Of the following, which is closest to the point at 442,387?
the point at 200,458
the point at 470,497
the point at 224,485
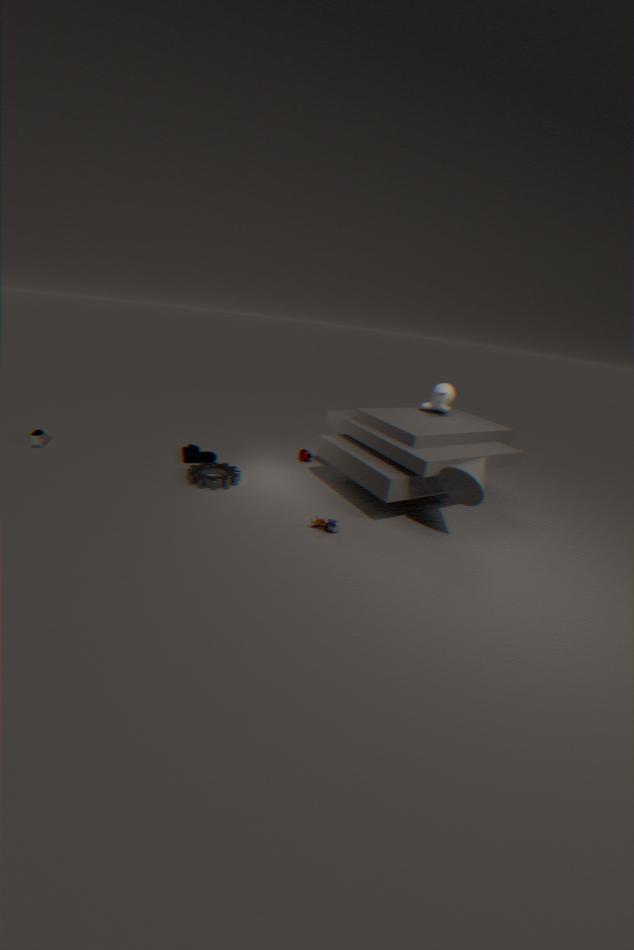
the point at 470,497
